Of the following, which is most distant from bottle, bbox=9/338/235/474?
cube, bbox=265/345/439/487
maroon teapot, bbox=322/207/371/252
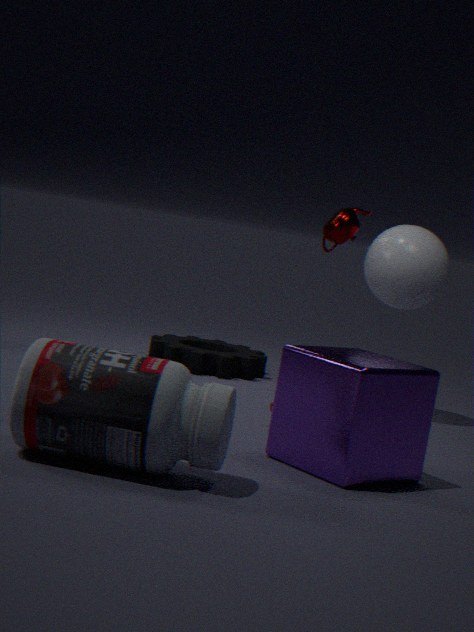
maroon teapot, bbox=322/207/371/252
